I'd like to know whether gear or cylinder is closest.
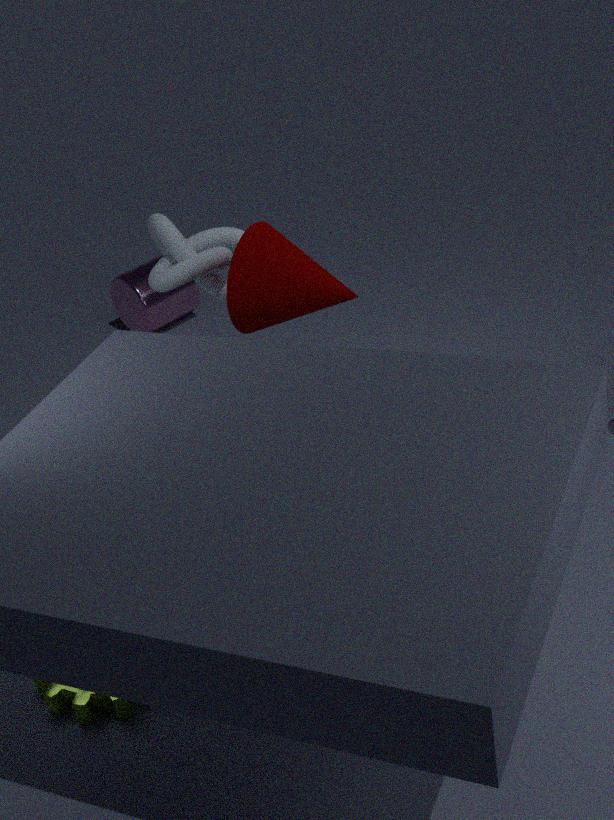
gear
